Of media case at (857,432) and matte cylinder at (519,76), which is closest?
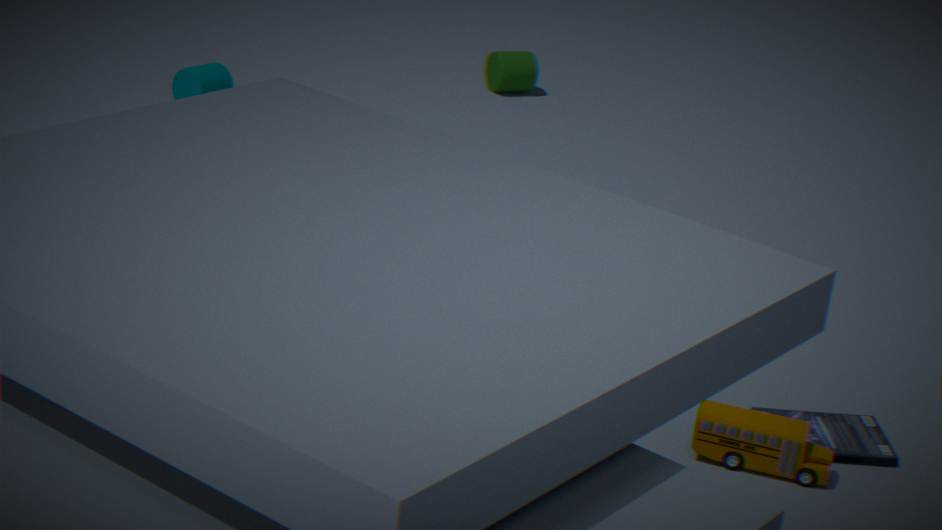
media case at (857,432)
